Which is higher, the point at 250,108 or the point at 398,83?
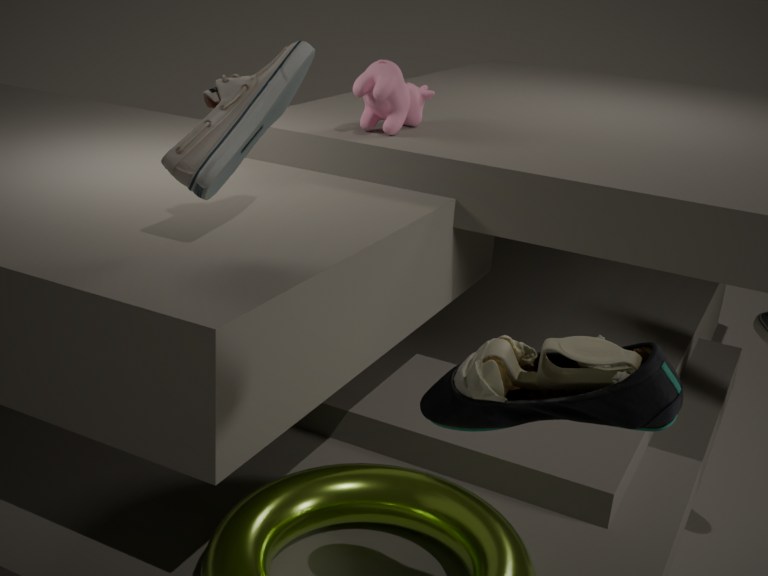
the point at 250,108
